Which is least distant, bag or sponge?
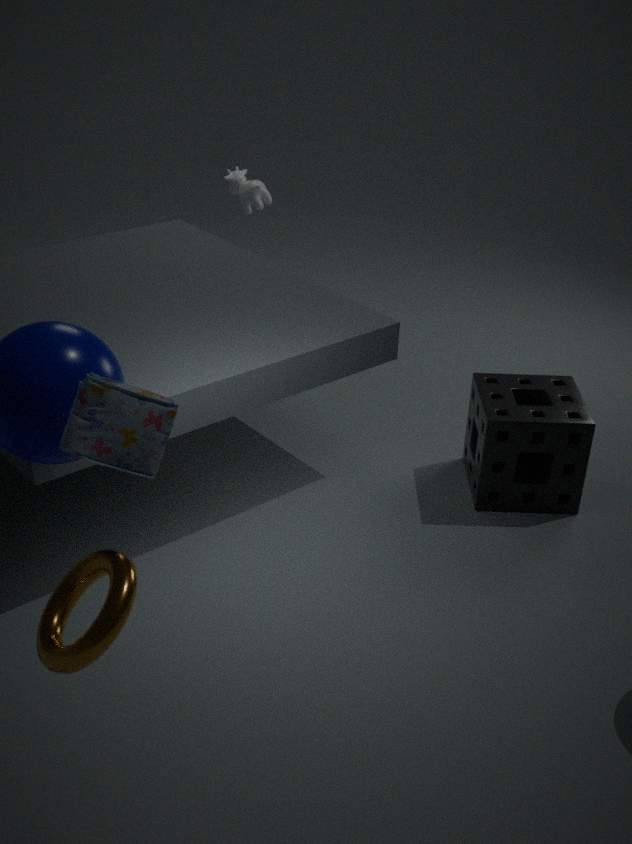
bag
